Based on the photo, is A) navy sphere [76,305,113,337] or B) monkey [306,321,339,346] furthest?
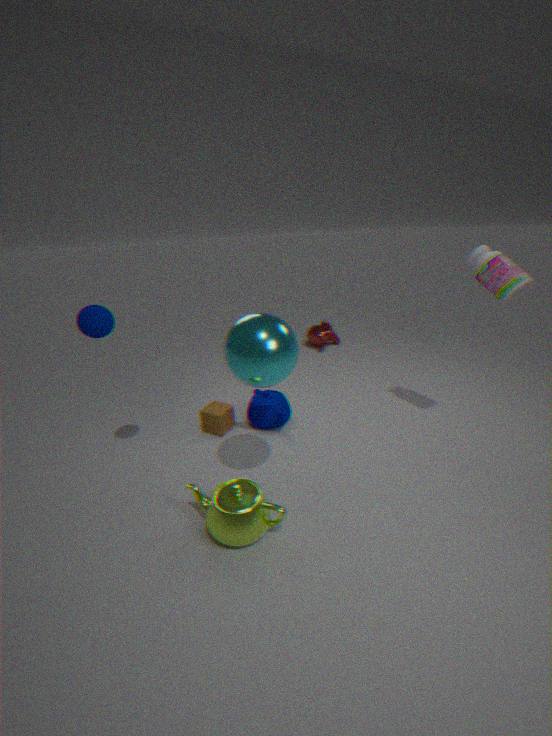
B. monkey [306,321,339,346]
